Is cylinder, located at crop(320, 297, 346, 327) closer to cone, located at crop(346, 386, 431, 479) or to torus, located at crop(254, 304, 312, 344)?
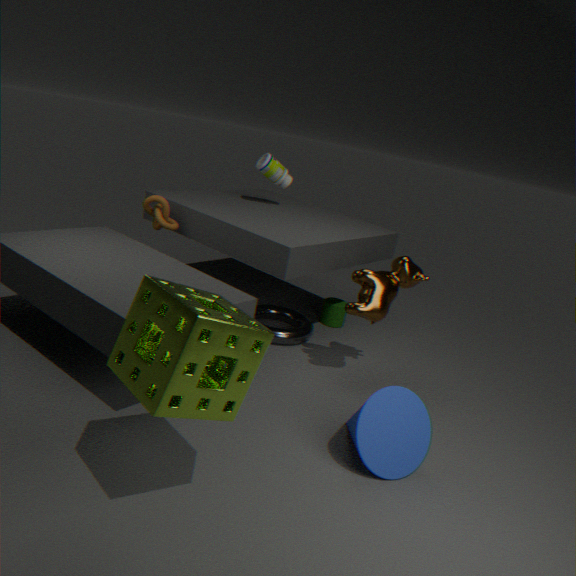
torus, located at crop(254, 304, 312, 344)
